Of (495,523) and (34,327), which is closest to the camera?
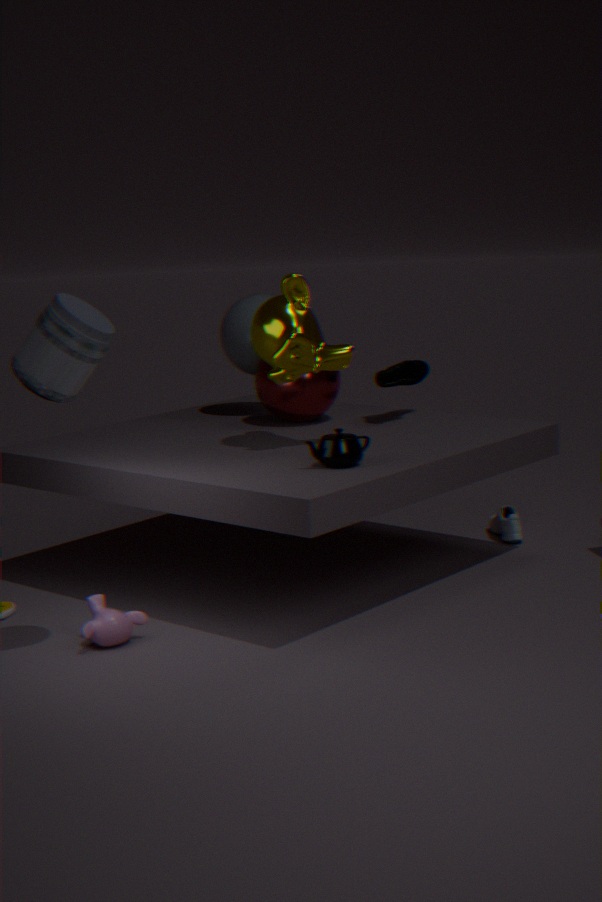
(34,327)
